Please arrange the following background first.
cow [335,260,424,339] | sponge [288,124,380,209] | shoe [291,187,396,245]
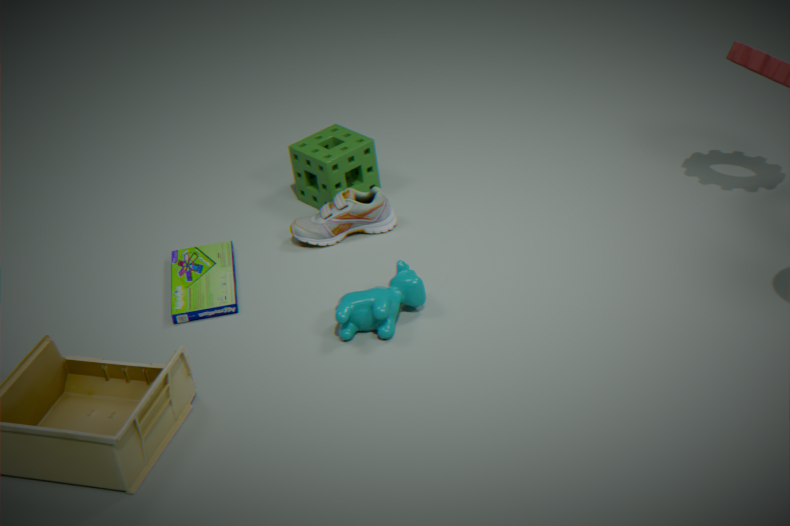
sponge [288,124,380,209]
shoe [291,187,396,245]
cow [335,260,424,339]
